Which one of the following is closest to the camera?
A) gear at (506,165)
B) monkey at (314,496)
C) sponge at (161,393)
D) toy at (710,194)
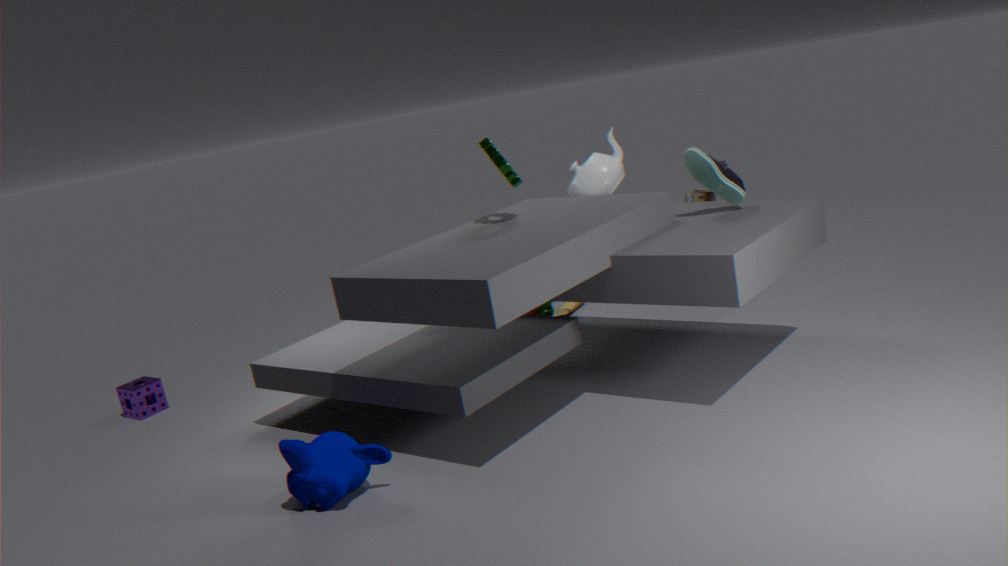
monkey at (314,496)
